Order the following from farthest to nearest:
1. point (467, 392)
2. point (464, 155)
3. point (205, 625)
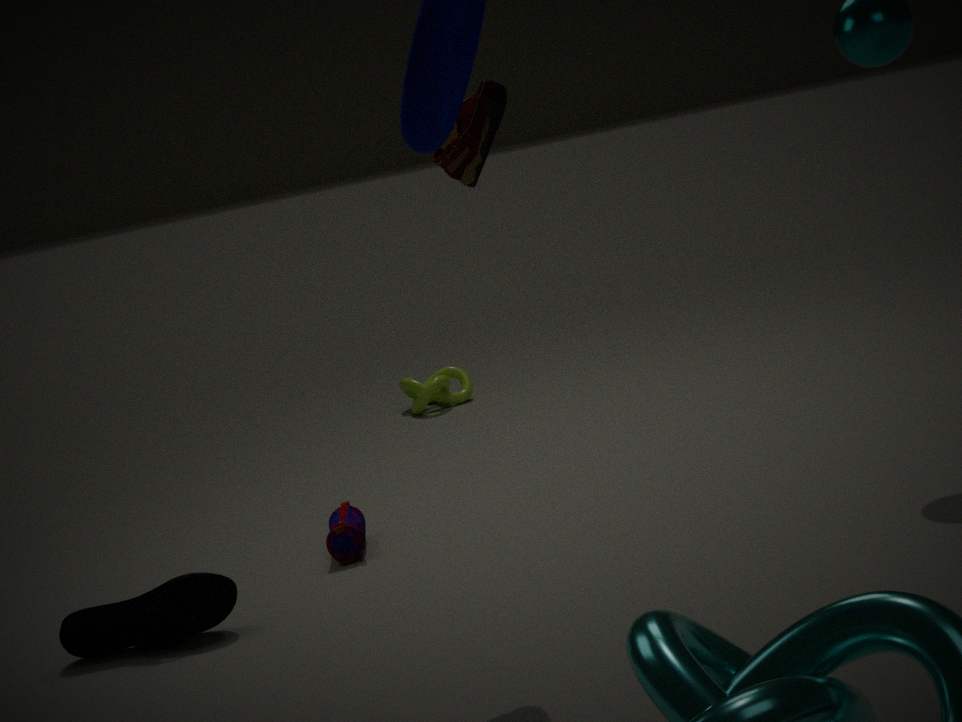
point (467, 392) < point (205, 625) < point (464, 155)
